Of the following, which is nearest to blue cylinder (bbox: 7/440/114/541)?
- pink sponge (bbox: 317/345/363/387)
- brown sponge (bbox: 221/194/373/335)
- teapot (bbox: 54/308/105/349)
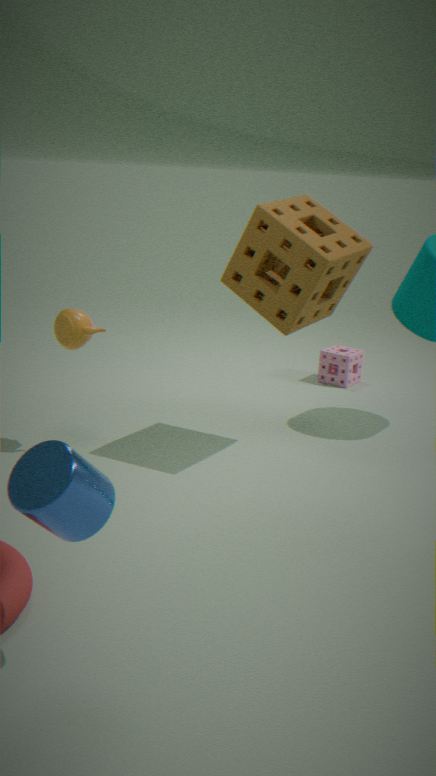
teapot (bbox: 54/308/105/349)
